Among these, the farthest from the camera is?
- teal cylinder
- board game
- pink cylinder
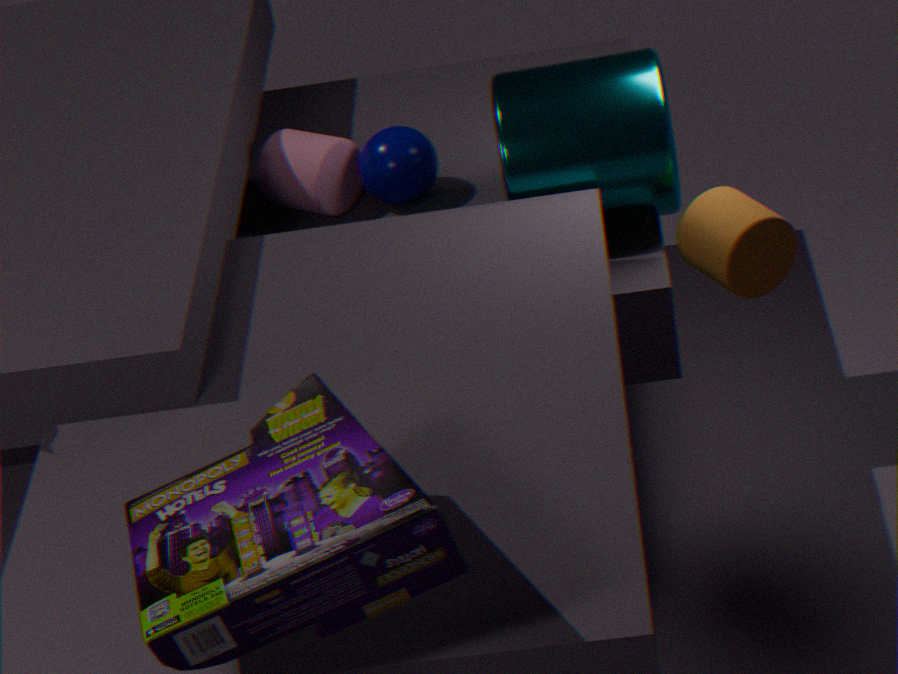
pink cylinder
